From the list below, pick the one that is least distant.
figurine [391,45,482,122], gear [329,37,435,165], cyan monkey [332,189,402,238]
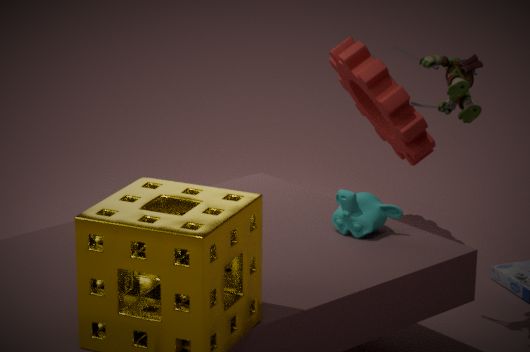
figurine [391,45,482,122]
